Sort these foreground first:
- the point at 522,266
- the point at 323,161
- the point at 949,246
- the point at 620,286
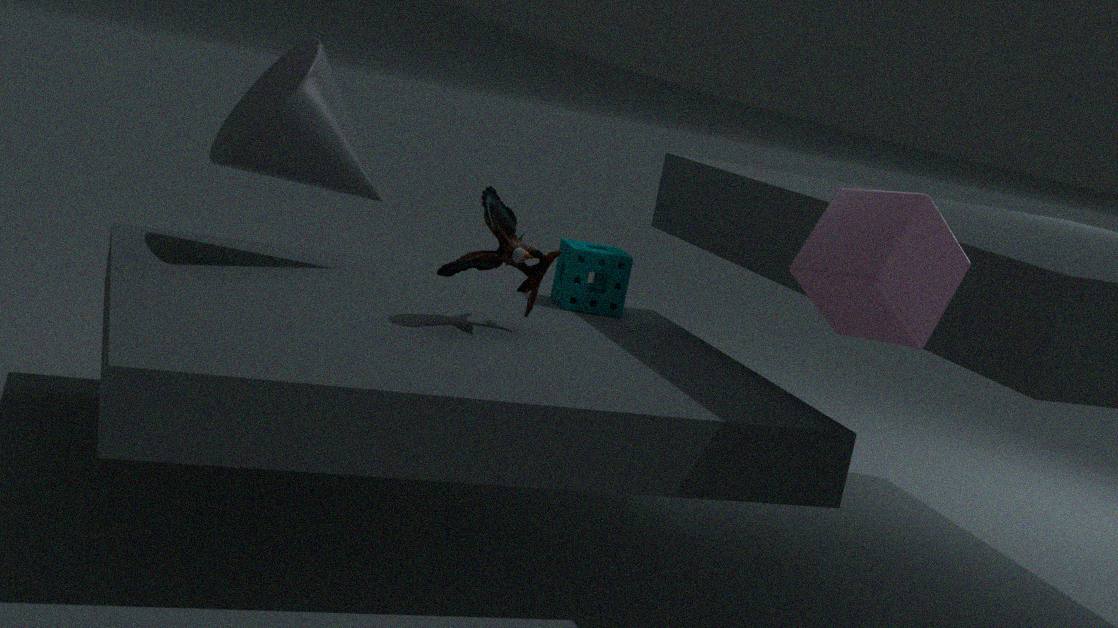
the point at 949,246 → the point at 522,266 → the point at 323,161 → the point at 620,286
